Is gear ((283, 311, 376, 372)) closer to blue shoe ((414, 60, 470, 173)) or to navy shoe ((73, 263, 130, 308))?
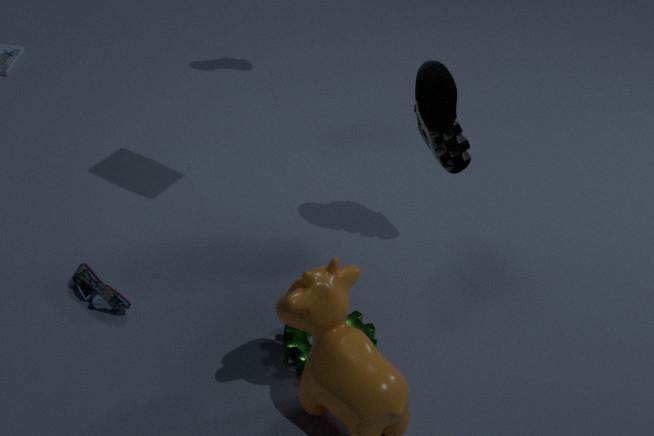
navy shoe ((73, 263, 130, 308))
